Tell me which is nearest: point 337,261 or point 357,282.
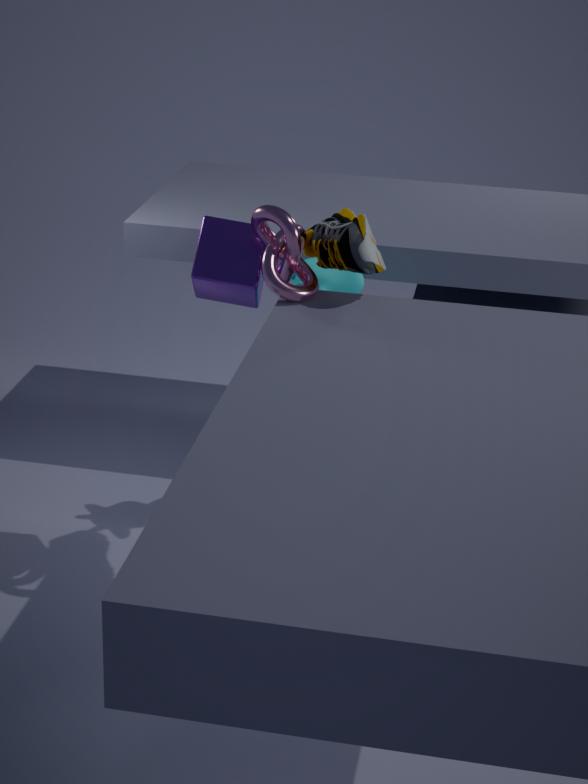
point 337,261
